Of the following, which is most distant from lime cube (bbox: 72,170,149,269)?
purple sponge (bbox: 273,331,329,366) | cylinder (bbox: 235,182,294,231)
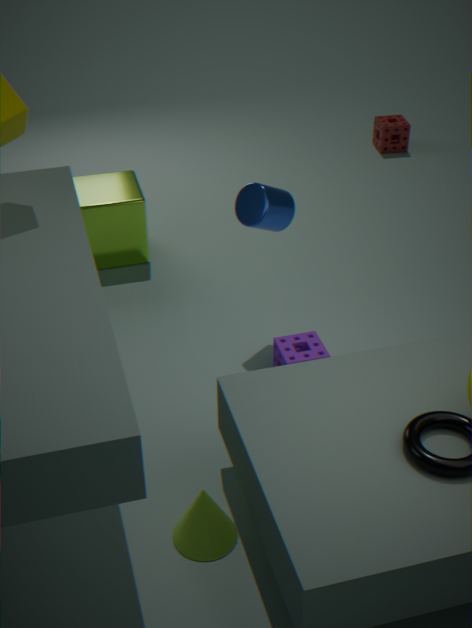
purple sponge (bbox: 273,331,329,366)
